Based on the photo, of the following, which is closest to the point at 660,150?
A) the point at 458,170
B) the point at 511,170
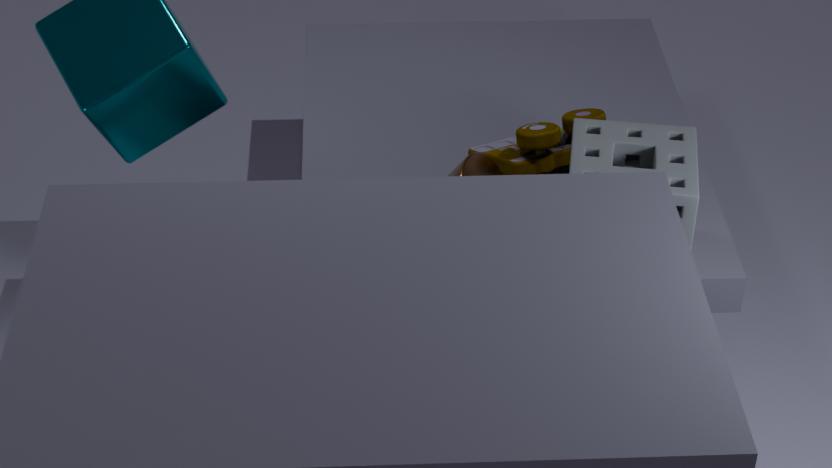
the point at 511,170
